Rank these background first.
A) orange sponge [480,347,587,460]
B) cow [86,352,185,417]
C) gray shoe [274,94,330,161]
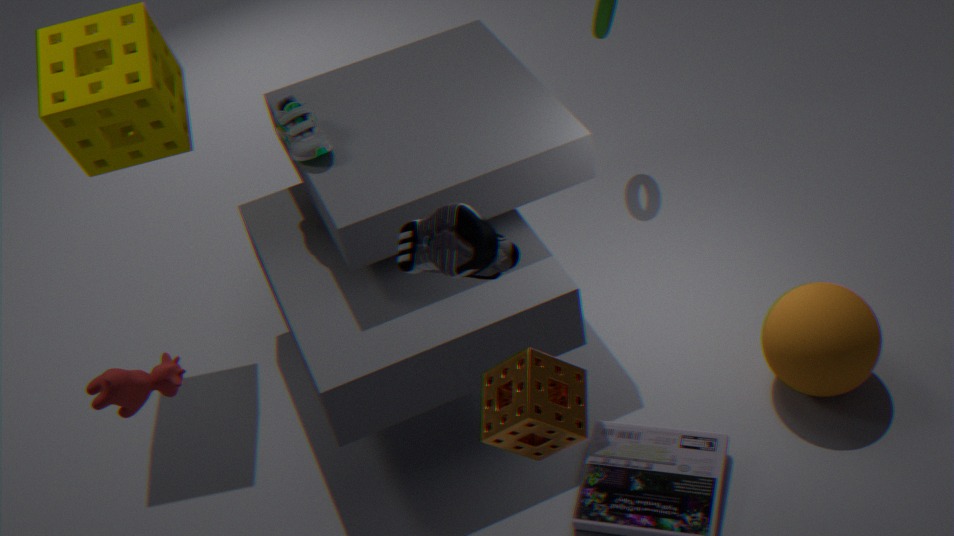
1. gray shoe [274,94,330,161]
2. cow [86,352,185,417]
3. orange sponge [480,347,587,460]
